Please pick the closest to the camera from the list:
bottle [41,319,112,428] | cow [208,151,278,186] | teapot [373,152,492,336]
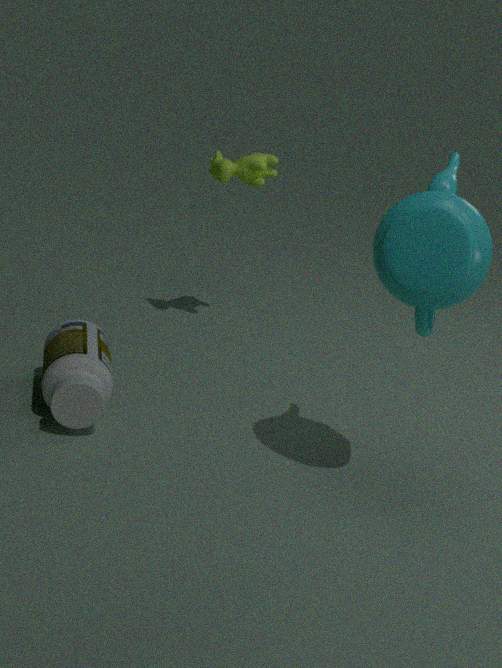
teapot [373,152,492,336]
